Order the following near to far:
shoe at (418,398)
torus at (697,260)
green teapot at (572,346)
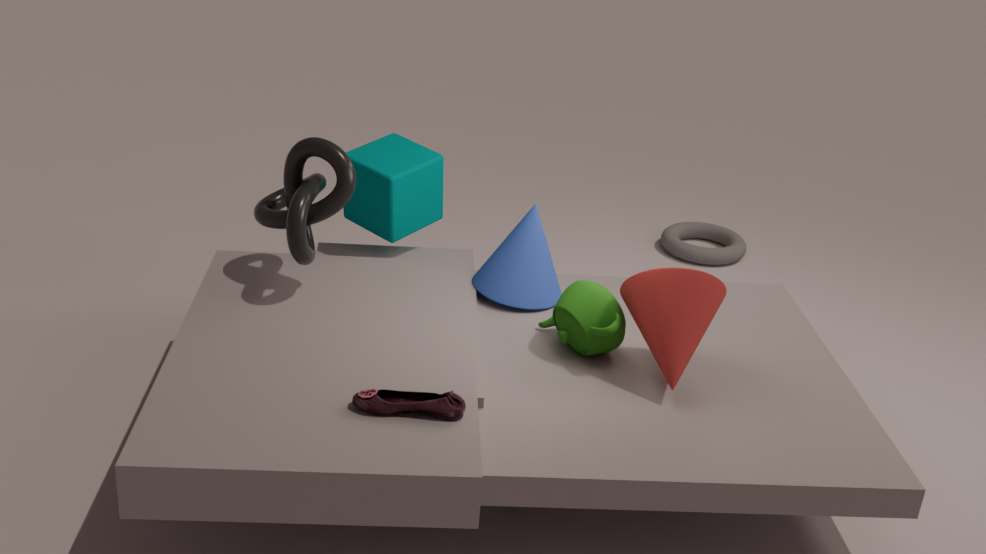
shoe at (418,398) → green teapot at (572,346) → torus at (697,260)
